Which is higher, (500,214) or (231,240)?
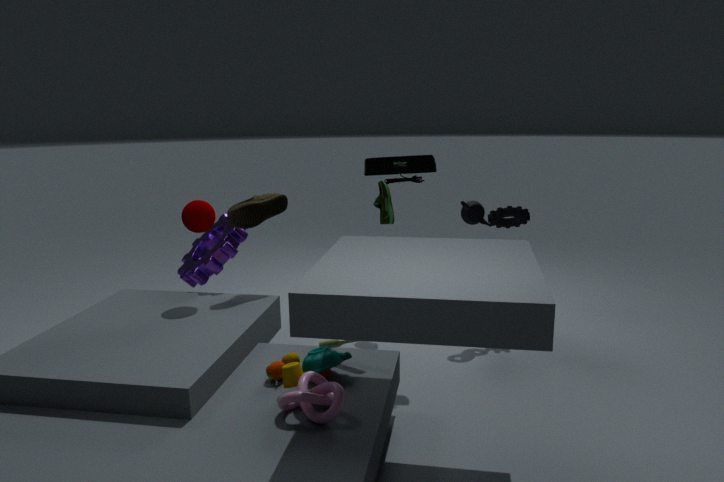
(500,214)
